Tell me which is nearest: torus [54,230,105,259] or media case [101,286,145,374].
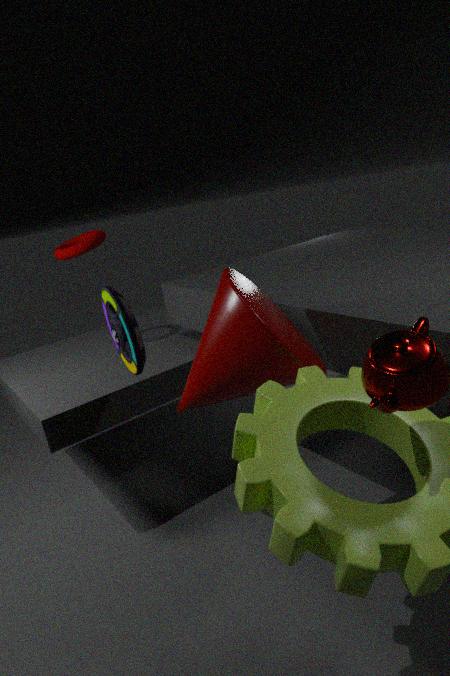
media case [101,286,145,374]
